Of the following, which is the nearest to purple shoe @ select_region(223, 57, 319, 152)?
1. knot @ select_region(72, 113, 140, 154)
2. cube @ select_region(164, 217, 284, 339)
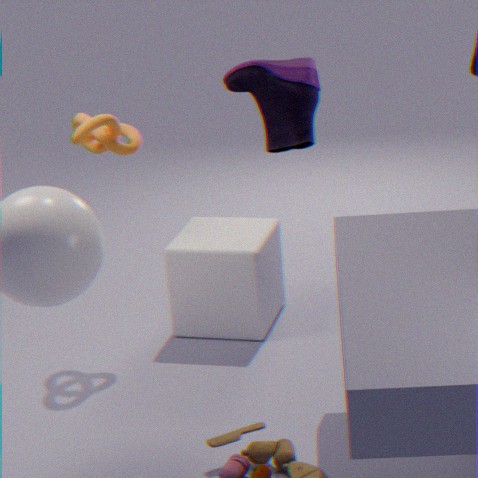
knot @ select_region(72, 113, 140, 154)
